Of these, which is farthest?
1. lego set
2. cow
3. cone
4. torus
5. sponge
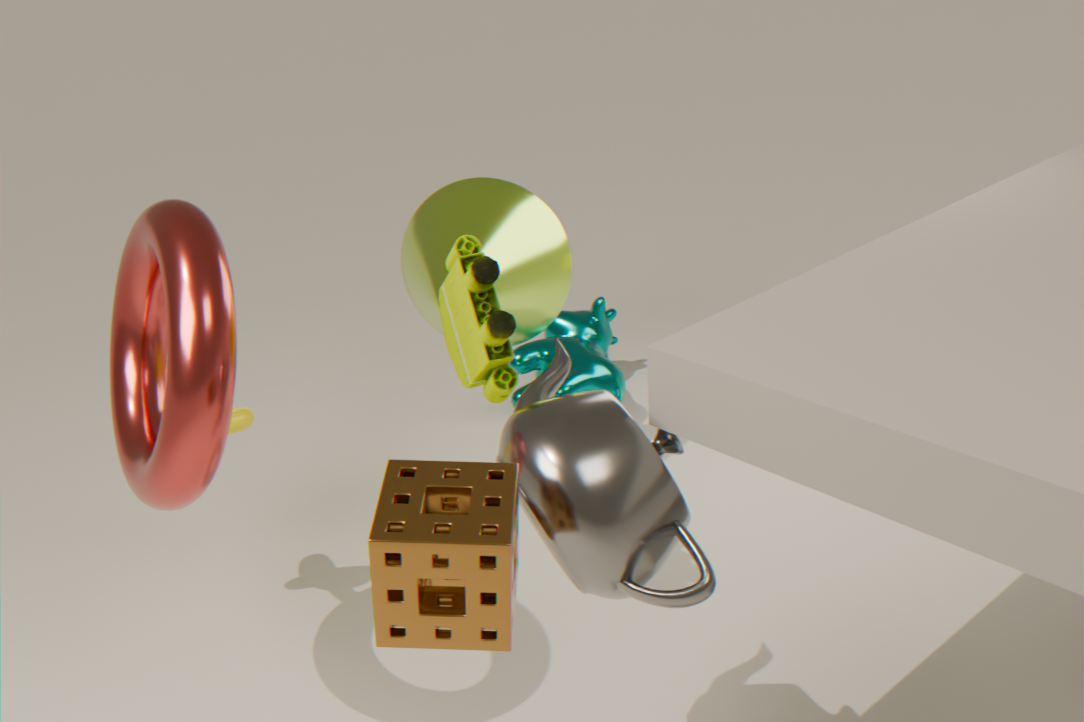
cow
